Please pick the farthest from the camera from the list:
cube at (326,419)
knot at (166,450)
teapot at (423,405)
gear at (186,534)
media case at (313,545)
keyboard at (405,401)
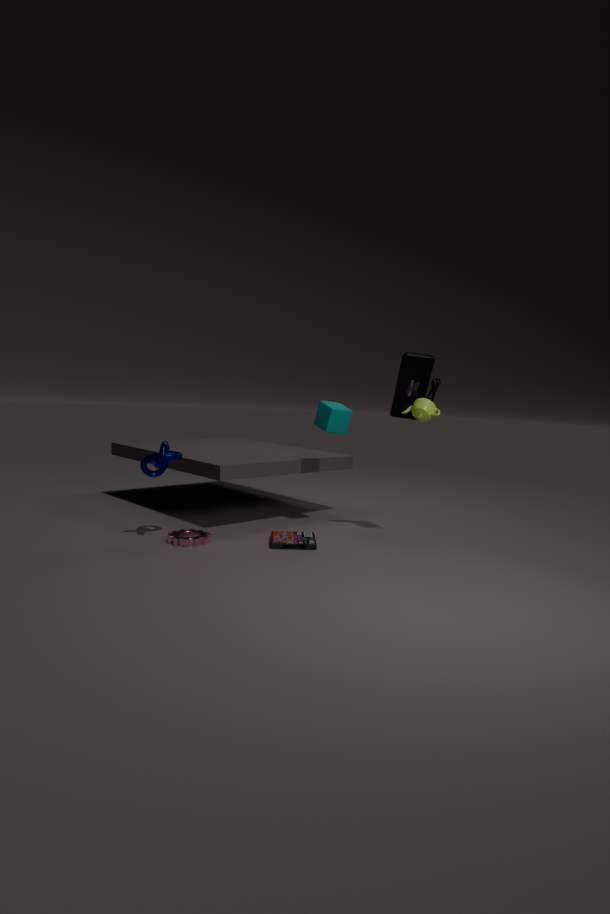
cube at (326,419)
